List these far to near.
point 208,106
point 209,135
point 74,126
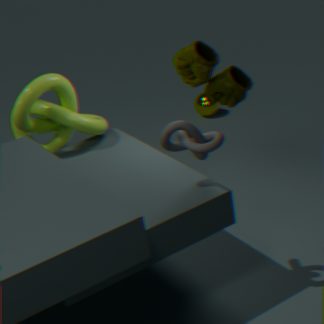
point 208,106 → point 74,126 → point 209,135
